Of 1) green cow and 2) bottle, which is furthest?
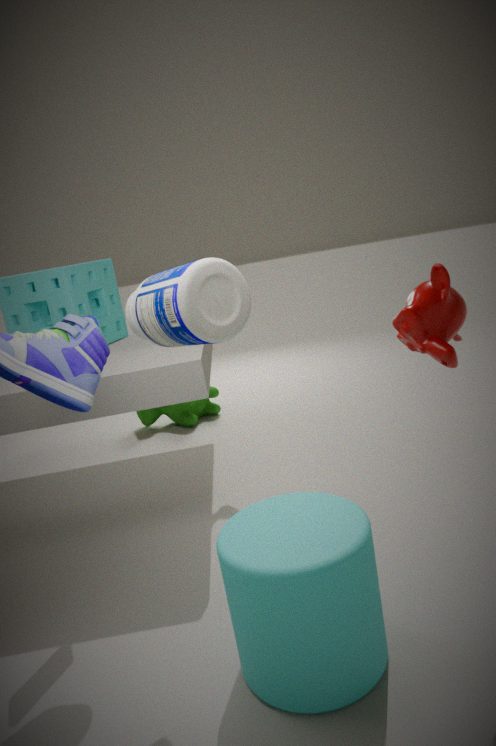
1. green cow
